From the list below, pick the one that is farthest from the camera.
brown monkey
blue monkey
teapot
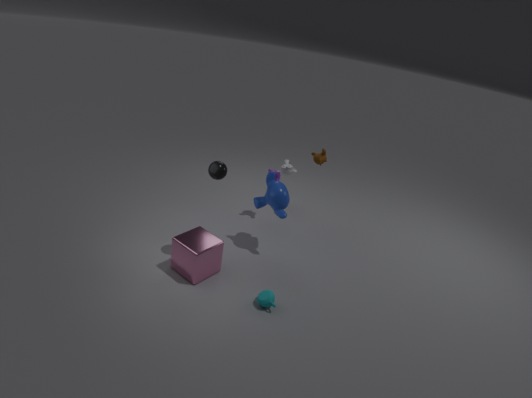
brown monkey
